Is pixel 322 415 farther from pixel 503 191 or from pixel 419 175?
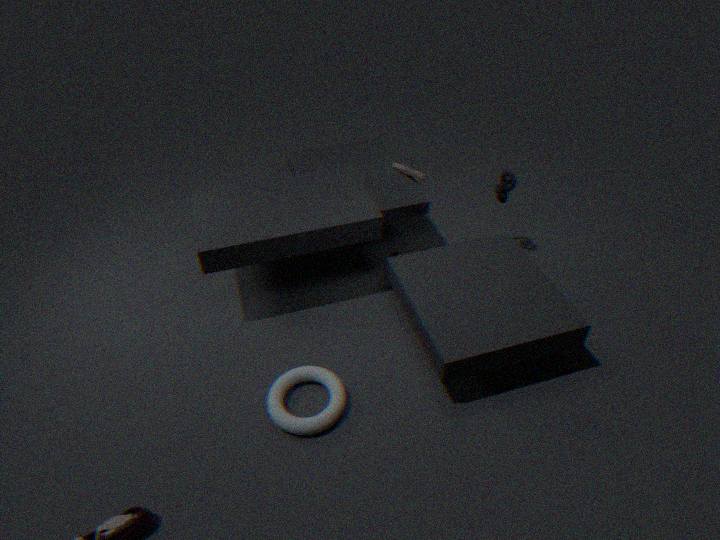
pixel 503 191
